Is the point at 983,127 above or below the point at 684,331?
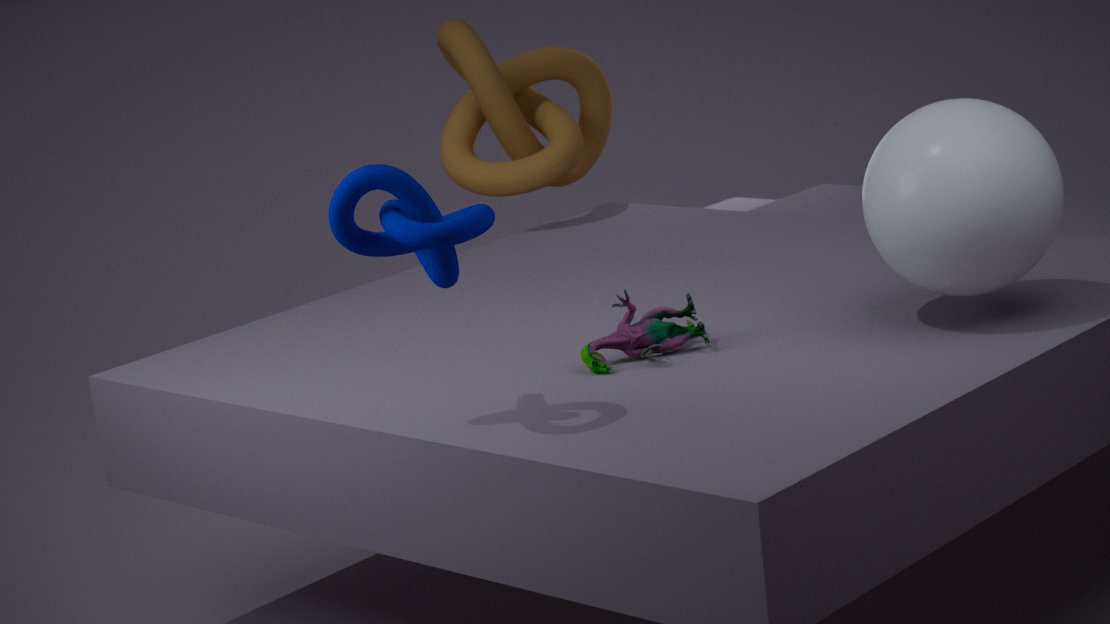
above
